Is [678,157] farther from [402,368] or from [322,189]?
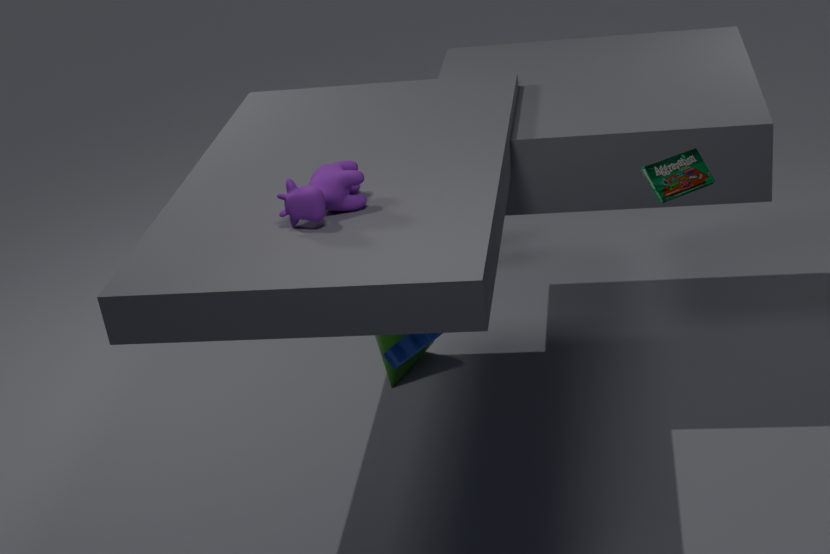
[402,368]
